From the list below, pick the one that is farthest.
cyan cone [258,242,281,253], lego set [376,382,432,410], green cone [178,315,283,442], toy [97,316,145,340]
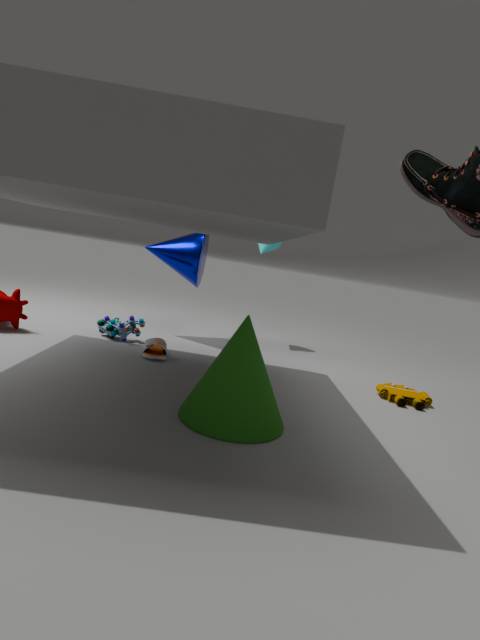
cyan cone [258,242,281,253]
